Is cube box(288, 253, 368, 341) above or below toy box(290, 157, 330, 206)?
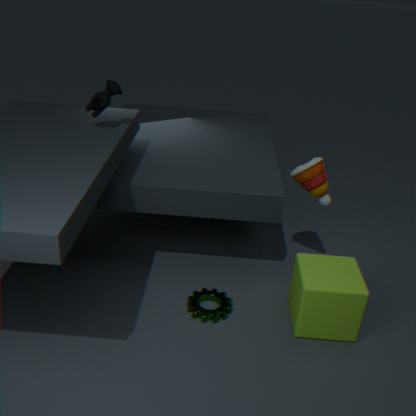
below
